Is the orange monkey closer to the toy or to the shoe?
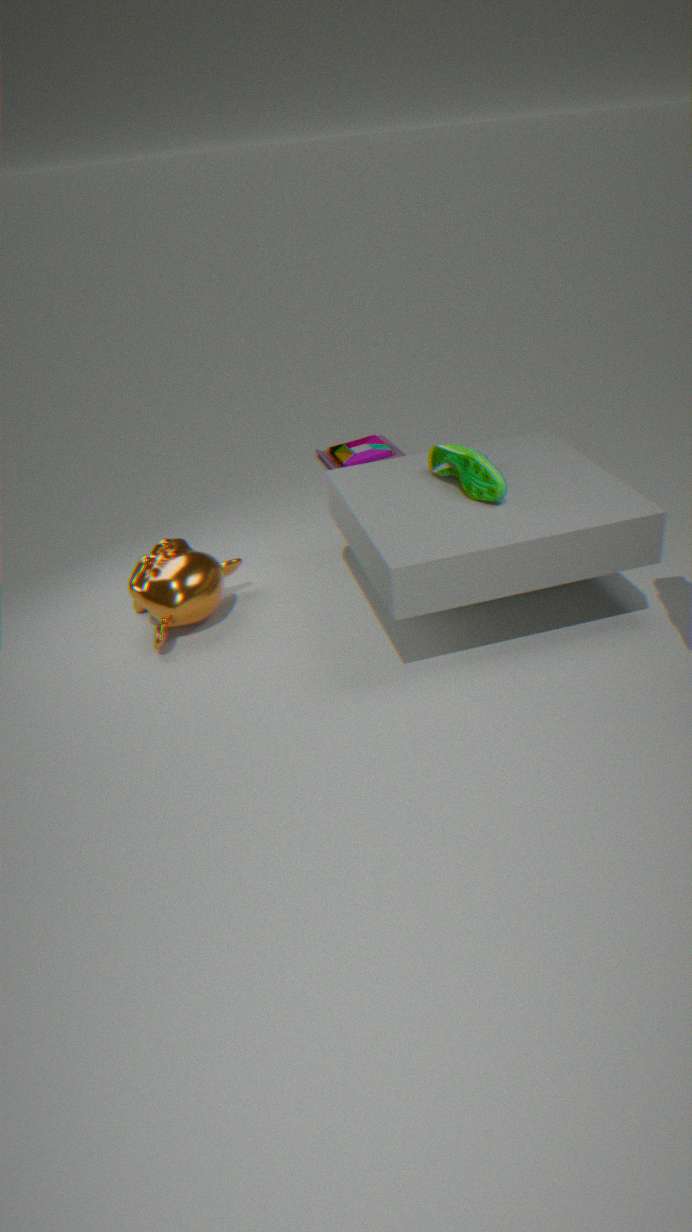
the shoe
